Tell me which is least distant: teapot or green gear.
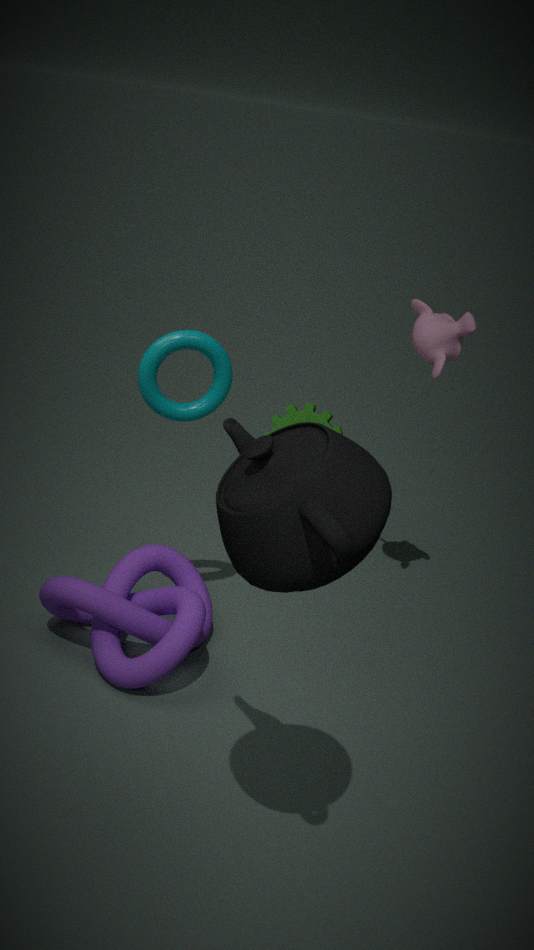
teapot
